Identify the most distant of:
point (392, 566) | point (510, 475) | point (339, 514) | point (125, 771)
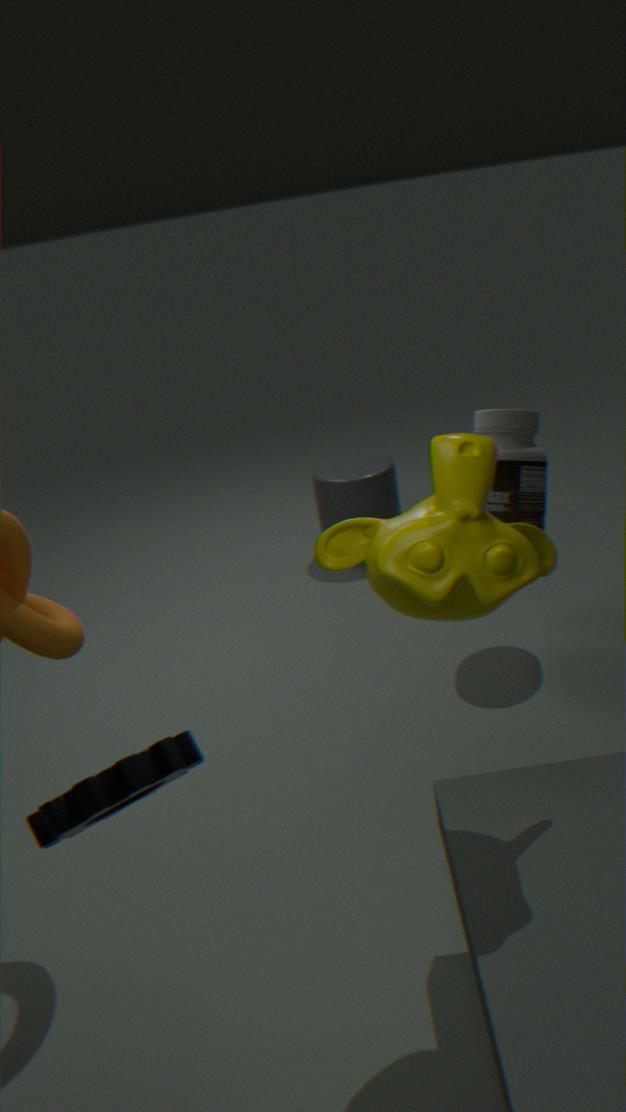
point (339, 514)
